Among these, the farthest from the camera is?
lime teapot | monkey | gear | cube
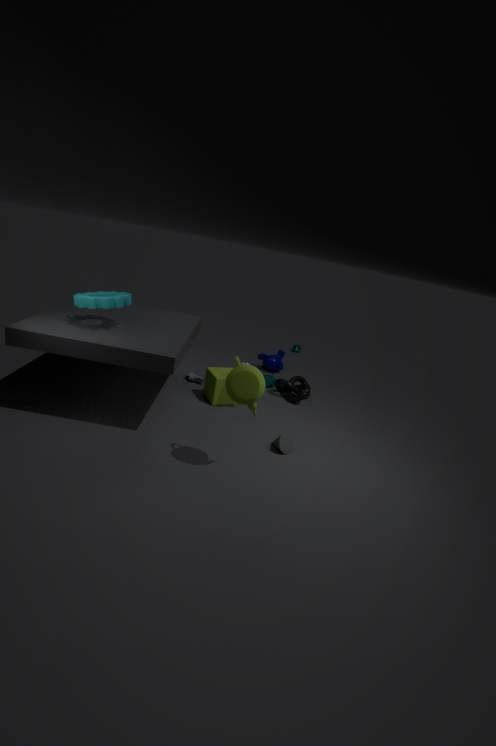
monkey
